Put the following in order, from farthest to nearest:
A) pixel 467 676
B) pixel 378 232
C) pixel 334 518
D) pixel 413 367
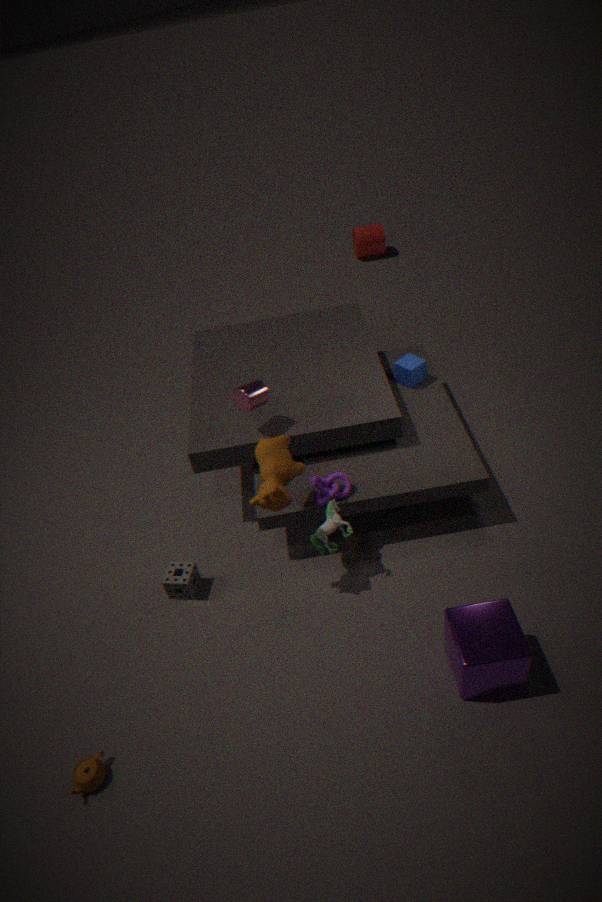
pixel 378 232, pixel 413 367, pixel 334 518, pixel 467 676
